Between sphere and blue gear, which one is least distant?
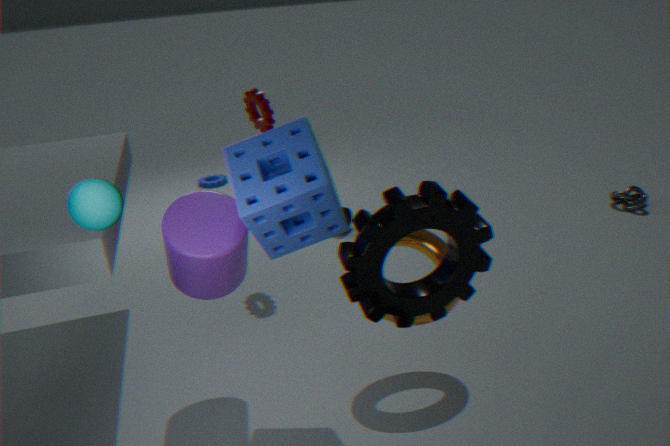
sphere
